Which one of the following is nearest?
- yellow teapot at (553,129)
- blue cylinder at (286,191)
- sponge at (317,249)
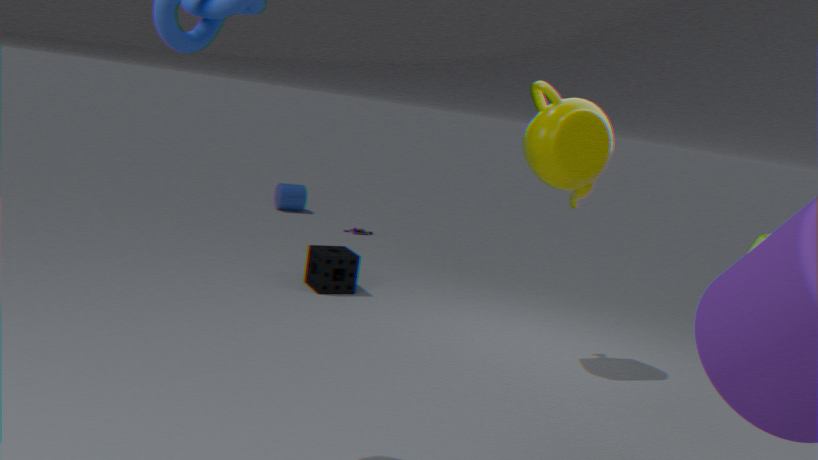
yellow teapot at (553,129)
